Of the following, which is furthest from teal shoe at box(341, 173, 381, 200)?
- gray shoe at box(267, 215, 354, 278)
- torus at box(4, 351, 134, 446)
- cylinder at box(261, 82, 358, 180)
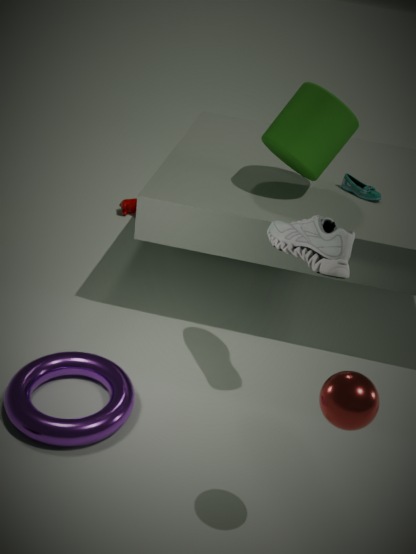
torus at box(4, 351, 134, 446)
